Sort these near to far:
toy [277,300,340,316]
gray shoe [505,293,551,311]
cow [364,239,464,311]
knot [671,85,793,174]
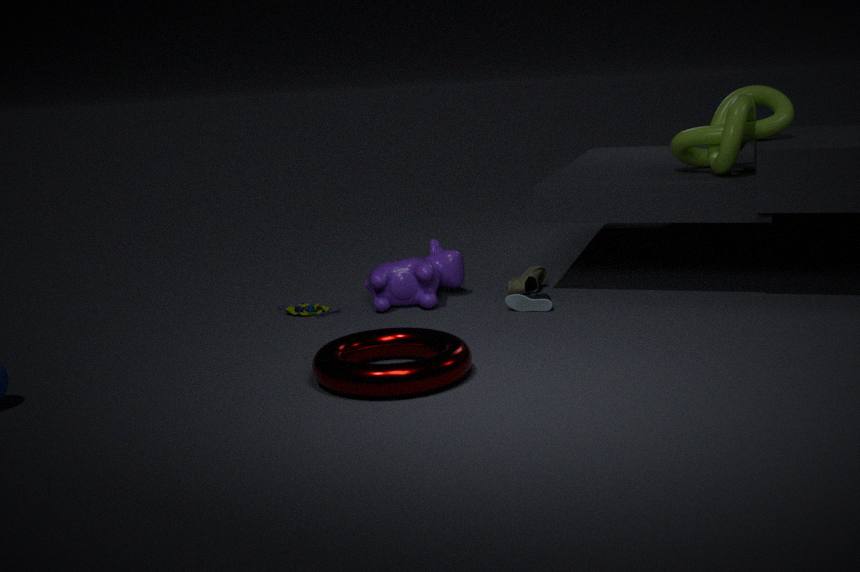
1. gray shoe [505,293,551,311]
2. knot [671,85,793,174]
3. cow [364,239,464,311]
4. toy [277,300,340,316]
